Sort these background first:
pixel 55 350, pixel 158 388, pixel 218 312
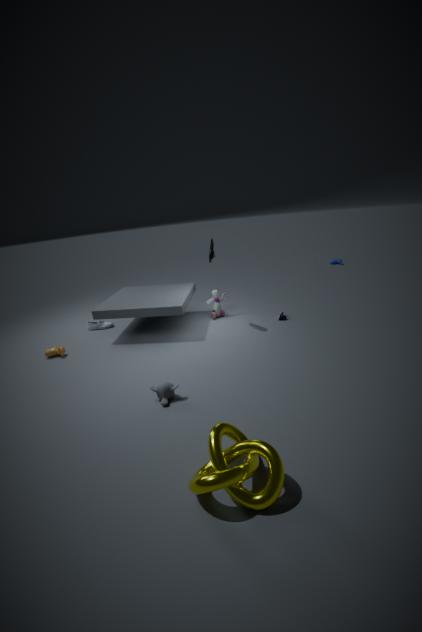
1. pixel 218 312
2. pixel 55 350
3. pixel 158 388
